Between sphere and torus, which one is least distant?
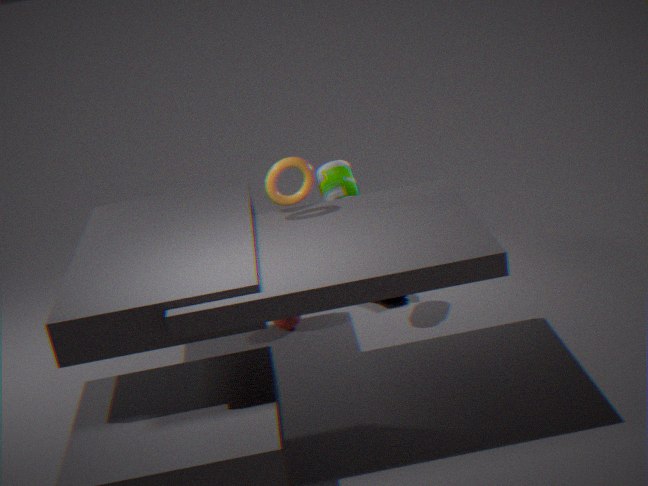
torus
